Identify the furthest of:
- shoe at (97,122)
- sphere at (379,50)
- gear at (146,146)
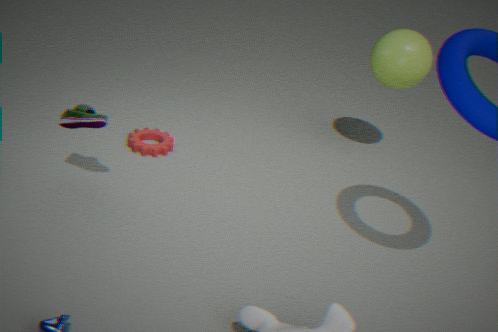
sphere at (379,50)
